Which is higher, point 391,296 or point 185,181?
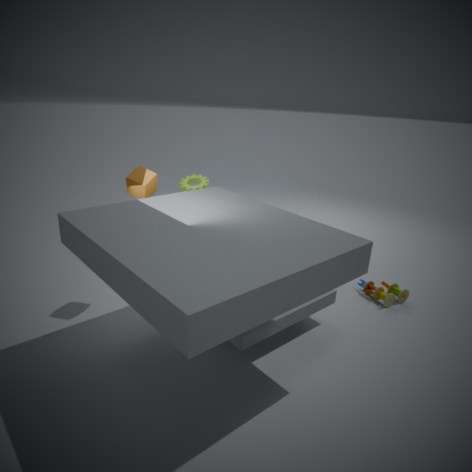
point 185,181
